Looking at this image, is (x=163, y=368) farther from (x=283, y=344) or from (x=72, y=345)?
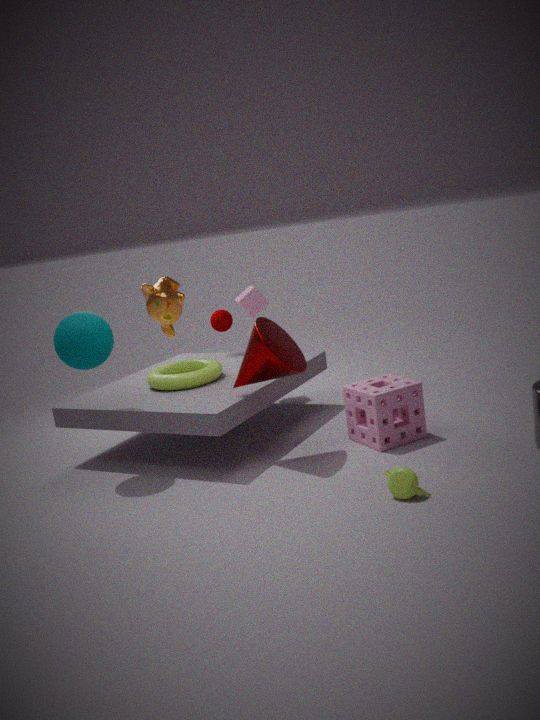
(x=283, y=344)
